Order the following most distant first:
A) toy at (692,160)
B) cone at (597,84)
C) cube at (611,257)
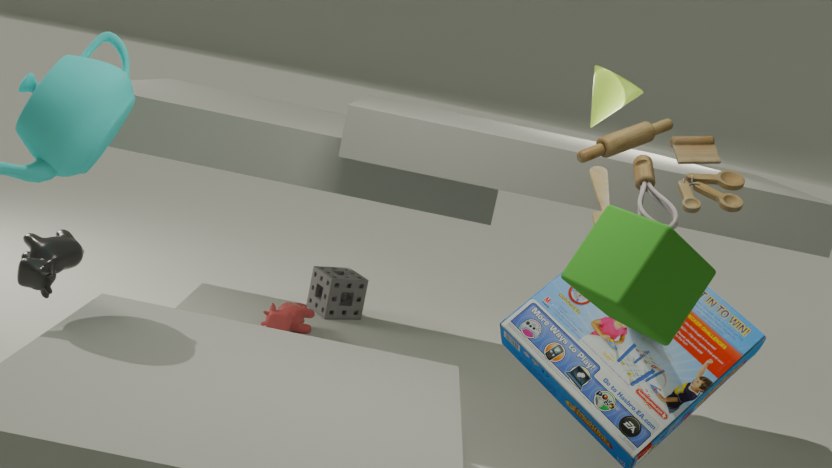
cone at (597,84) → toy at (692,160) → cube at (611,257)
